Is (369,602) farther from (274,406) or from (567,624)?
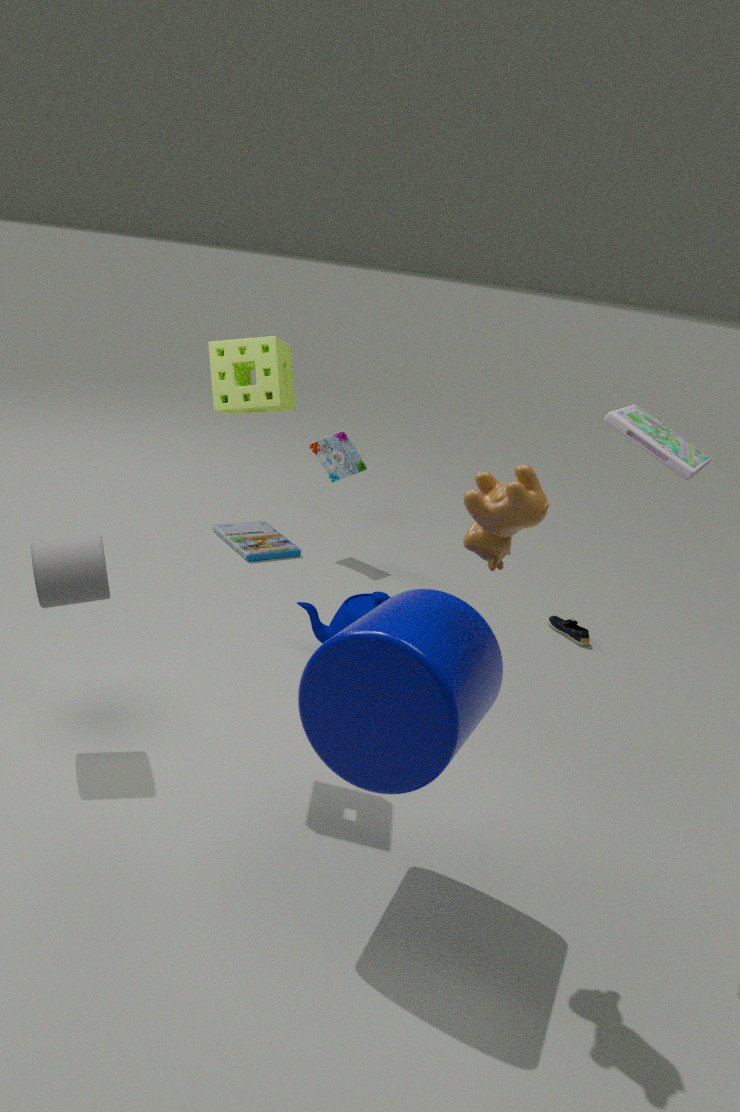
(274,406)
